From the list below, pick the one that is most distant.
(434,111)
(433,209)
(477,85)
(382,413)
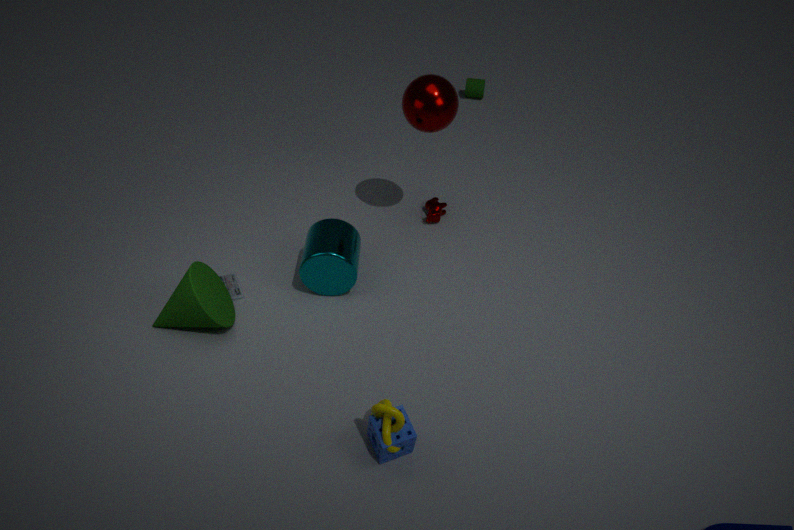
(477,85)
